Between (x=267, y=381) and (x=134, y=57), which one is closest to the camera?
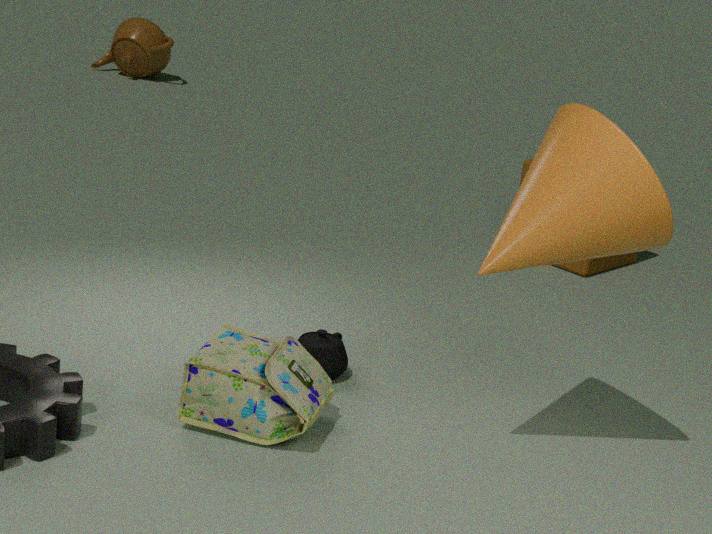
(x=267, y=381)
